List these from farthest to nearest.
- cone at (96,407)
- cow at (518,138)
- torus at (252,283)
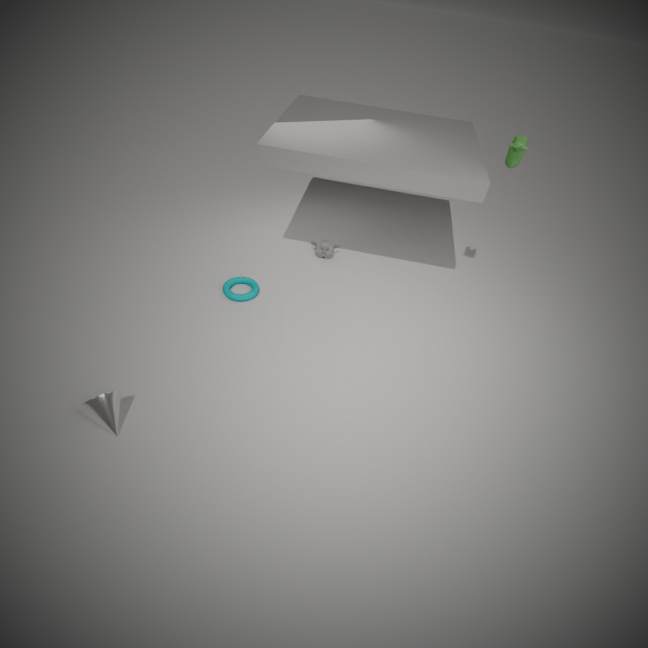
torus at (252,283) < cow at (518,138) < cone at (96,407)
